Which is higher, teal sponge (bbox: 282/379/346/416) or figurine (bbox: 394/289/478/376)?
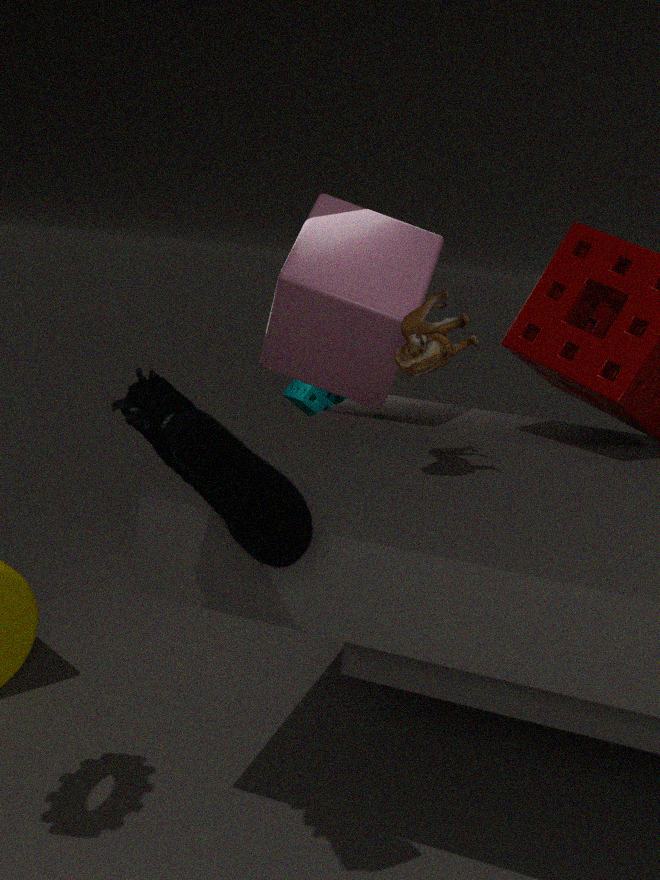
figurine (bbox: 394/289/478/376)
